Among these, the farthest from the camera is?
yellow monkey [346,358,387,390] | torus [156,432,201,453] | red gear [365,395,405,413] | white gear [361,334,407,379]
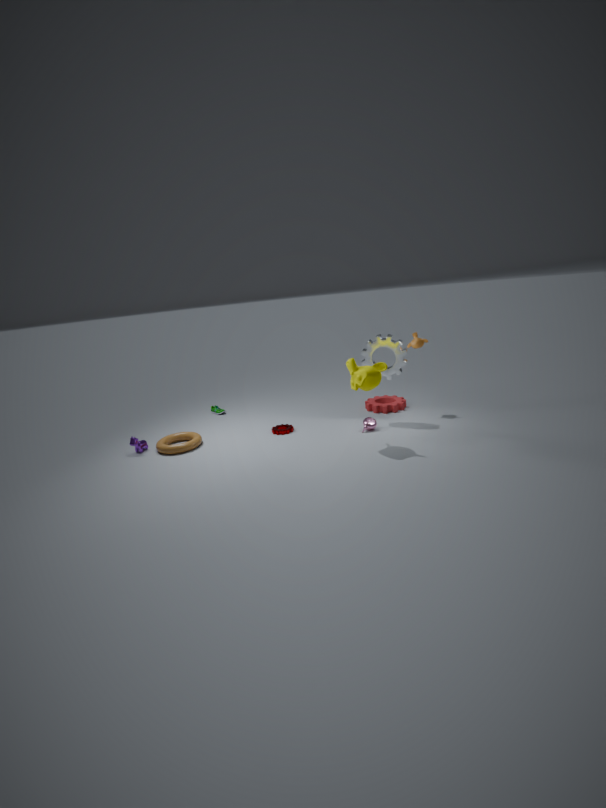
red gear [365,395,405,413]
